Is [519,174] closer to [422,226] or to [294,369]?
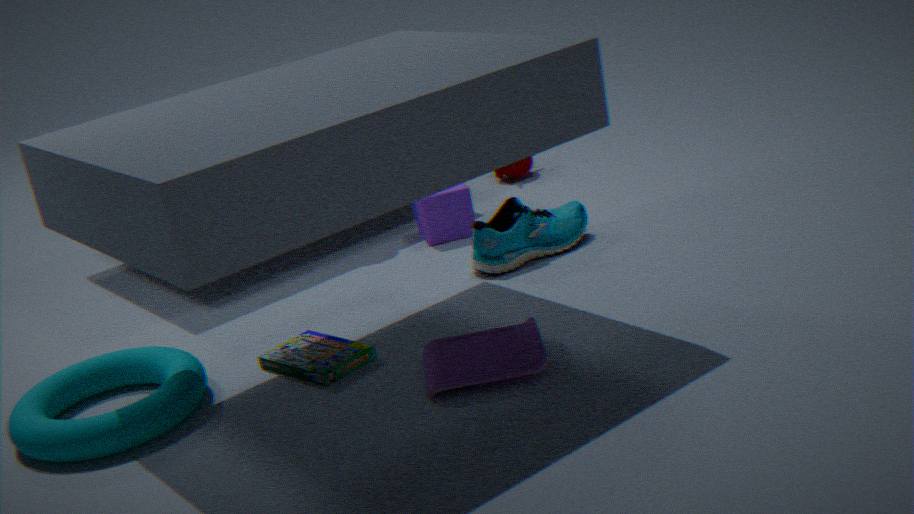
[422,226]
